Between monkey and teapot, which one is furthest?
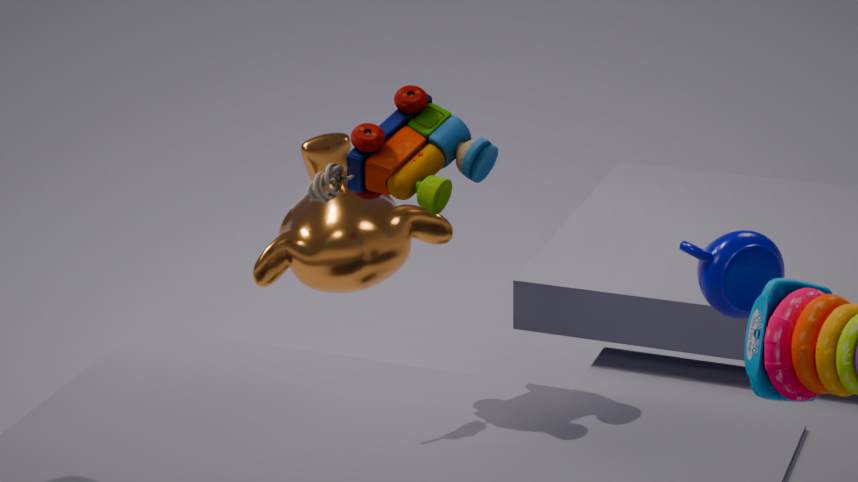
monkey
